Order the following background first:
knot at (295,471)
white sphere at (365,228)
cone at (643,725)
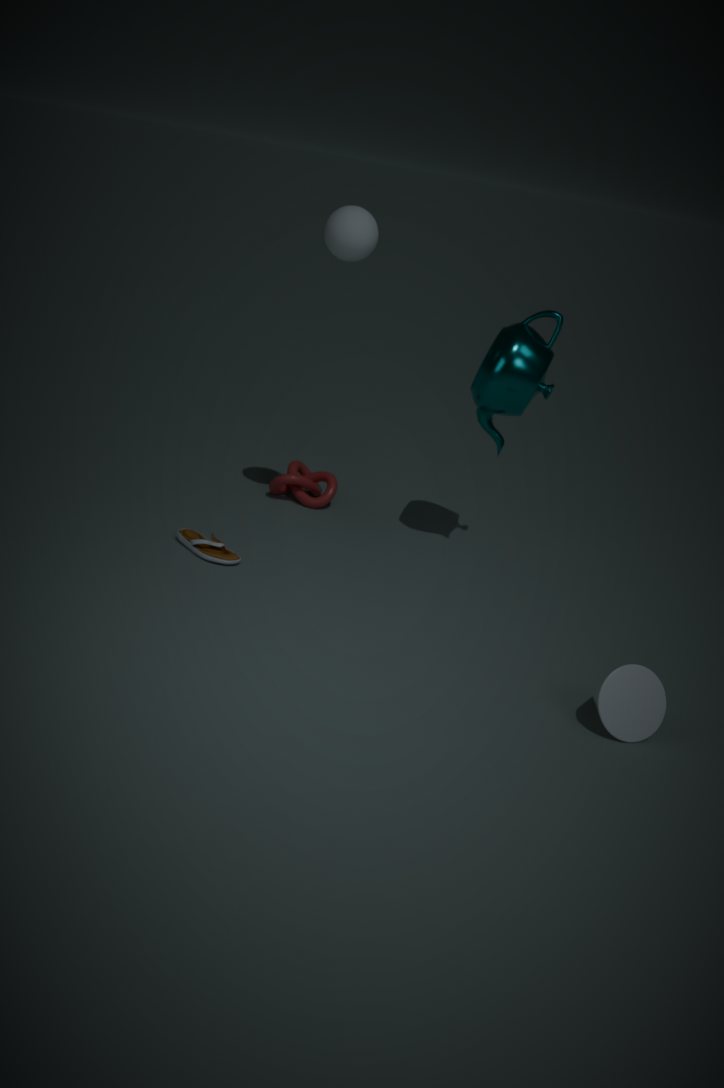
knot at (295,471) → white sphere at (365,228) → cone at (643,725)
